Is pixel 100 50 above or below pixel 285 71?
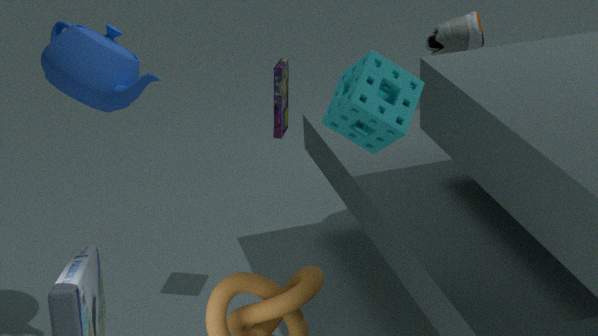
above
